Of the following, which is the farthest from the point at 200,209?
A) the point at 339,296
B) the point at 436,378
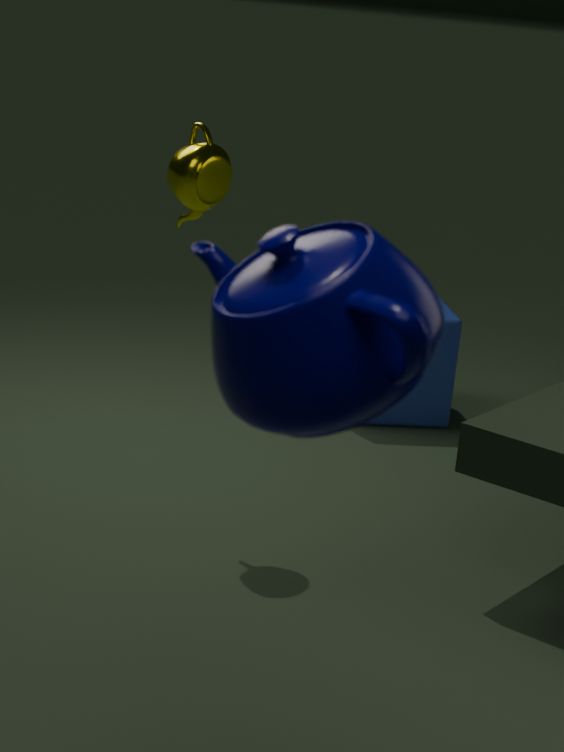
the point at 339,296
